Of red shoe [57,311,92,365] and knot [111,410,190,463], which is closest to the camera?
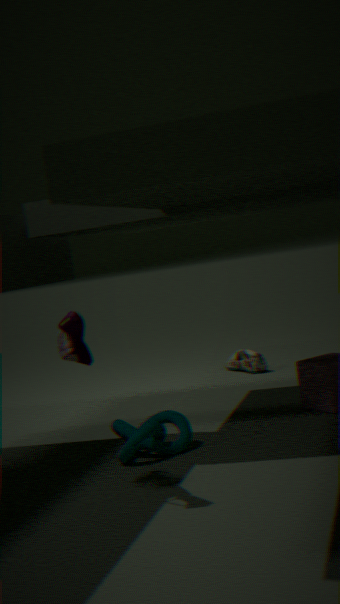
red shoe [57,311,92,365]
